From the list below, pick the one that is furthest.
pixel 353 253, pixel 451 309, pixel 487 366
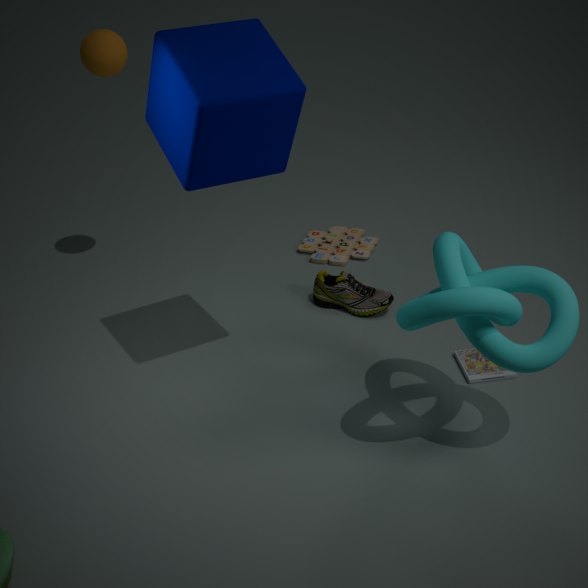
pixel 353 253
